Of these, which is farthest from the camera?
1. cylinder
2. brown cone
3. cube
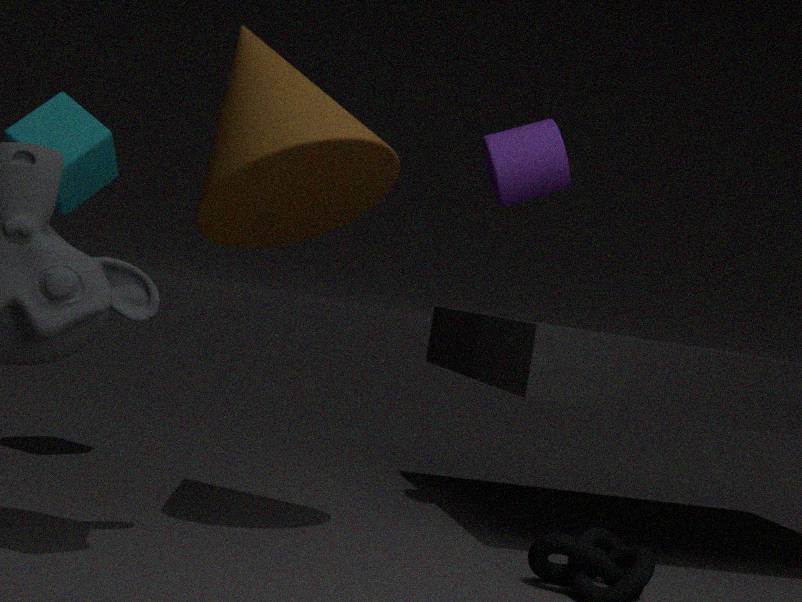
cylinder
